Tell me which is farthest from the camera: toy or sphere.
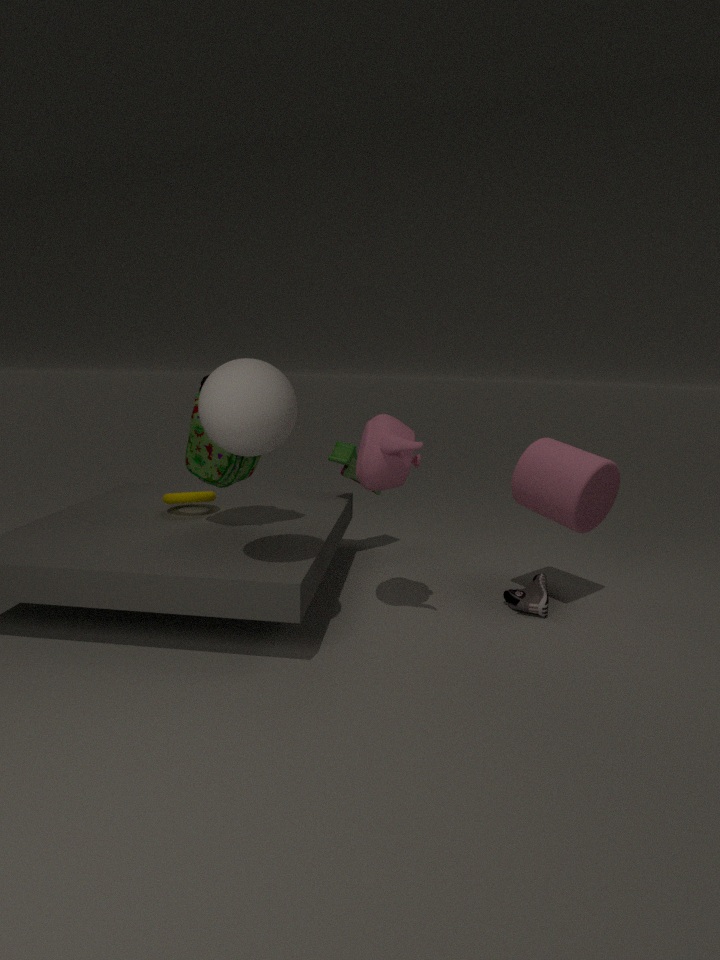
toy
